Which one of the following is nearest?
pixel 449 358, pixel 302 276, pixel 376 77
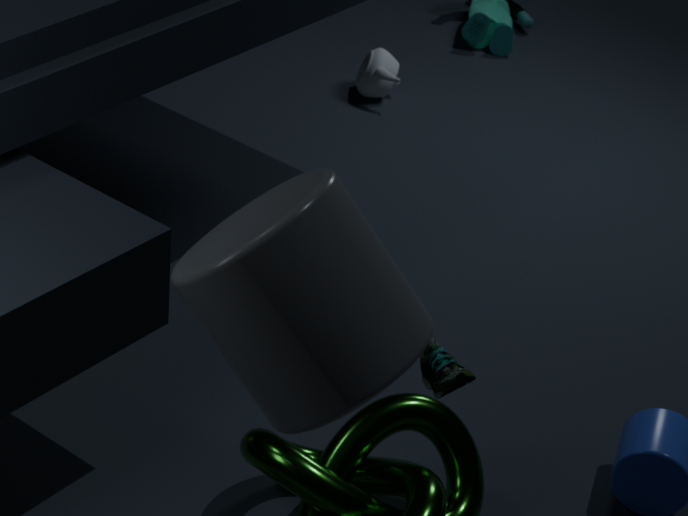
pixel 302 276
